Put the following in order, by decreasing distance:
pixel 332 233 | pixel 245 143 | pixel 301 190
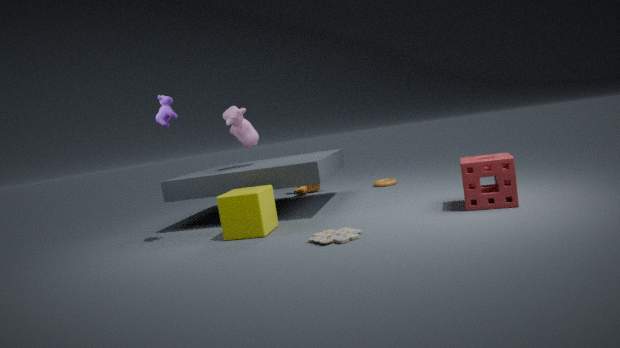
pixel 301 190, pixel 245 143, pixel 332 233
